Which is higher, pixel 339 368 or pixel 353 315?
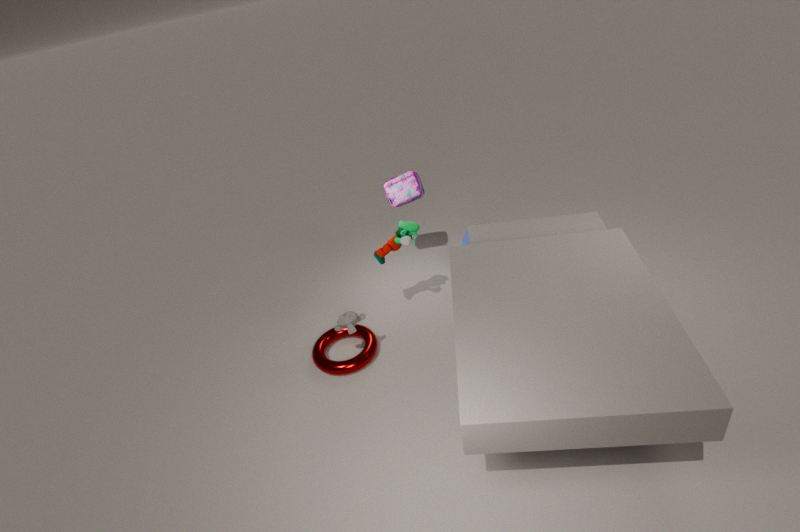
pixel 353 315
